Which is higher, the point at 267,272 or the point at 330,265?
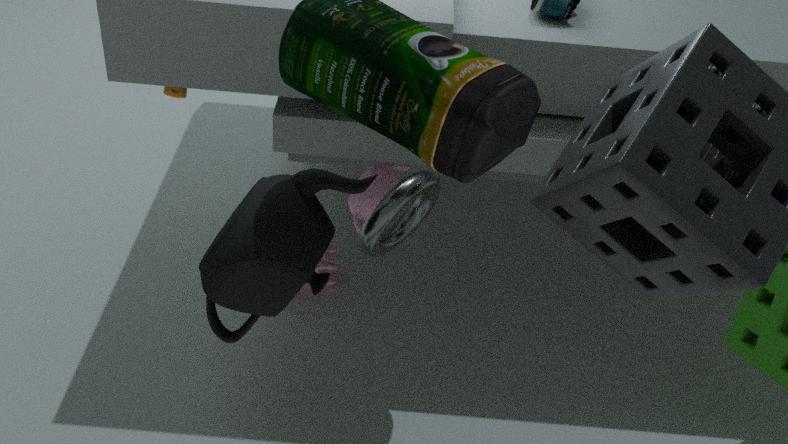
the point at 267,272
